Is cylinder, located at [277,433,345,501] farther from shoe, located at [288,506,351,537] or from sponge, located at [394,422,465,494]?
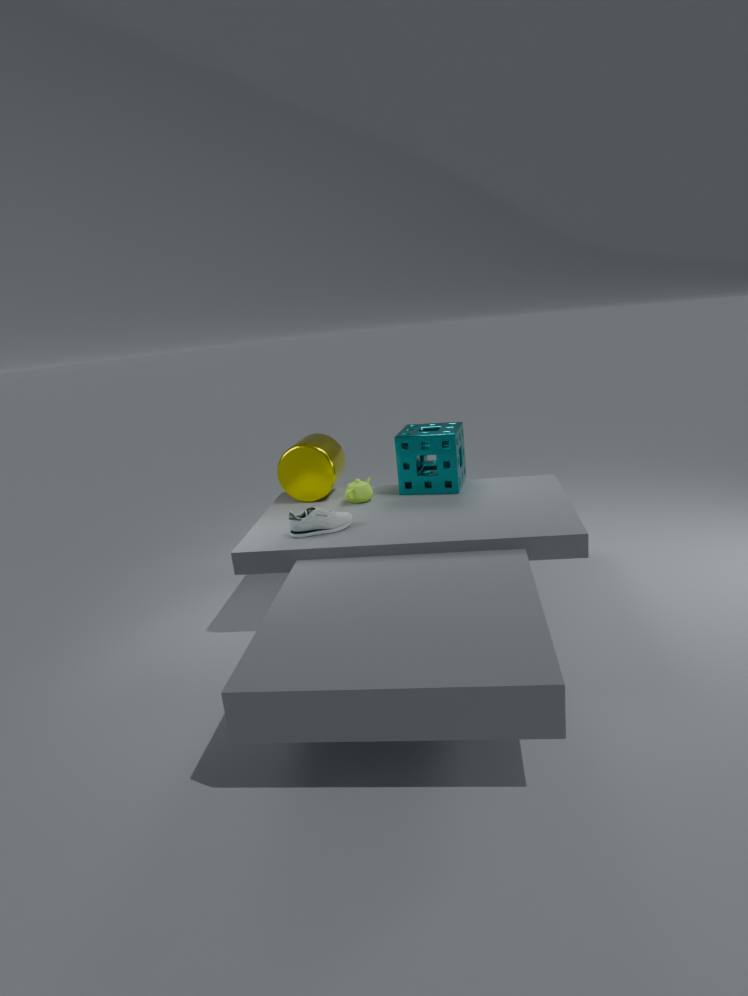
shoe, located at [288,506,351,537]
